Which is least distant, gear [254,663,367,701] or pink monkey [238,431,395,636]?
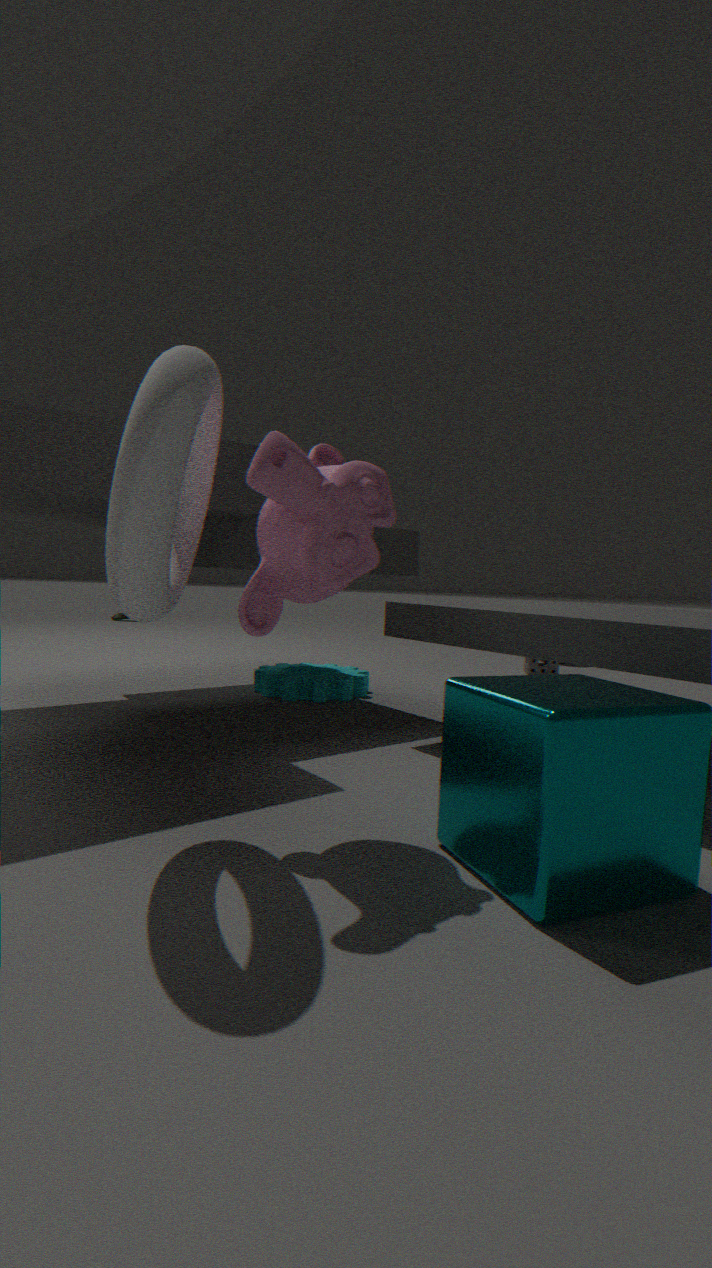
pink monkey [238,431,395,636]
